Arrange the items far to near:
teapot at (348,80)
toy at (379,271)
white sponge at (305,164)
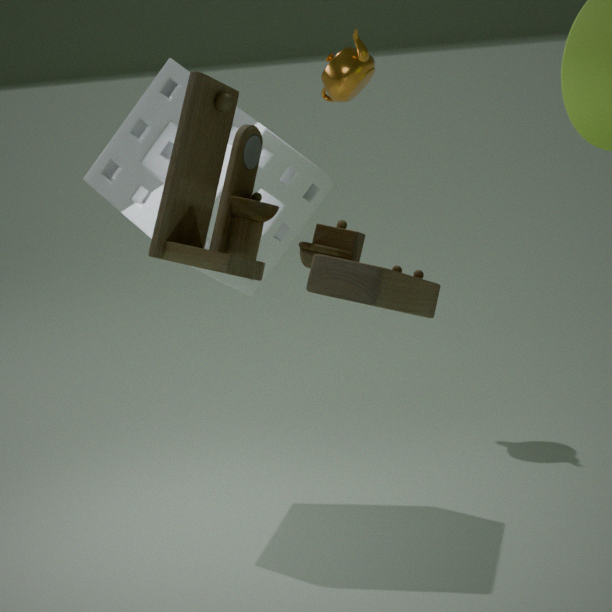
teapot at (348,80) < white sponge at (305,164) < toy at (379,271)
